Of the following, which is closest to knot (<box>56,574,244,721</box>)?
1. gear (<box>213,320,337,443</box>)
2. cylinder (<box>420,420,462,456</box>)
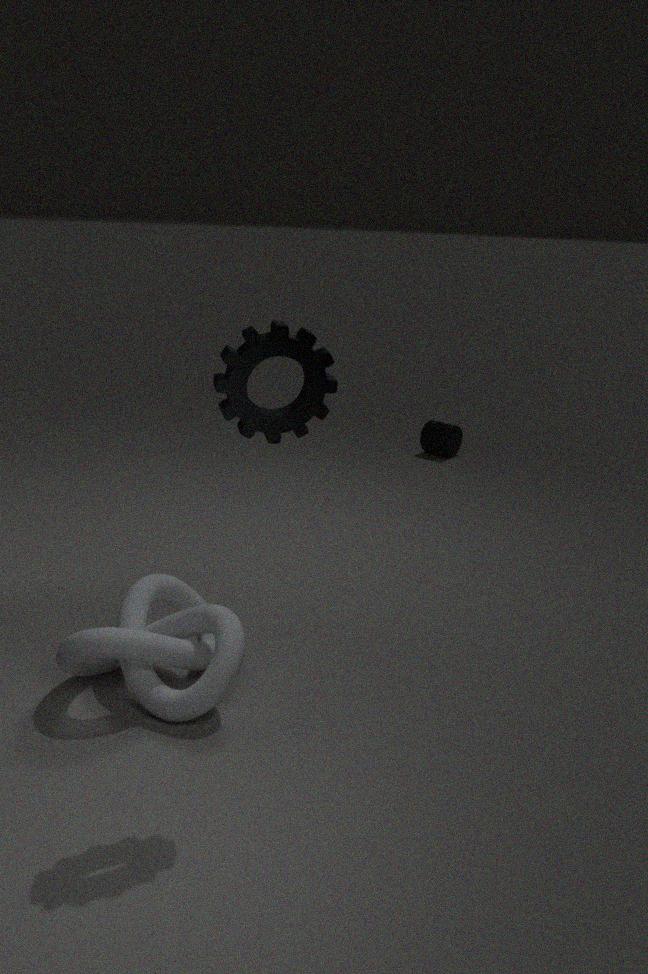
gear (<box>213,320,337,443</box>)
